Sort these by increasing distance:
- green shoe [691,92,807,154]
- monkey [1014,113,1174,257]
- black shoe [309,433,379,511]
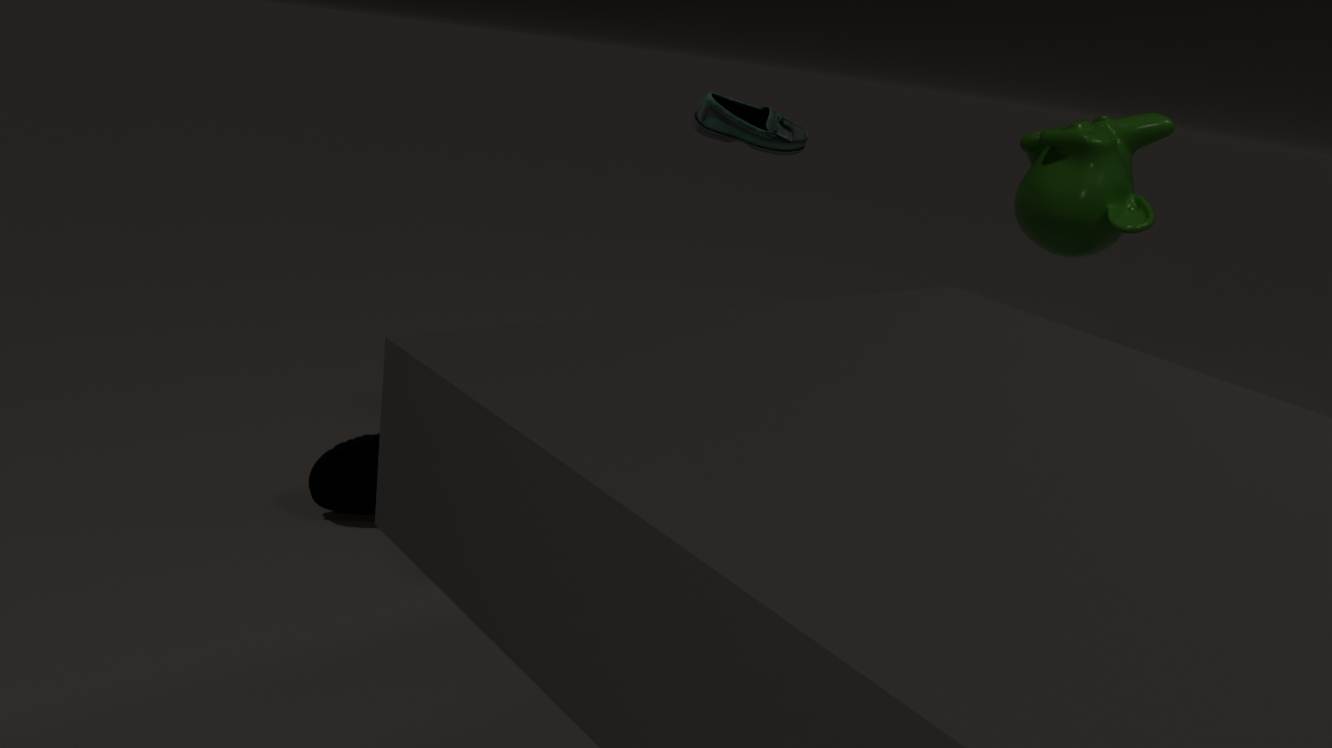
green shoe [691,92,807,154]
black shoe [309,433,379,511]
monkey [1014,113,1174,257]
